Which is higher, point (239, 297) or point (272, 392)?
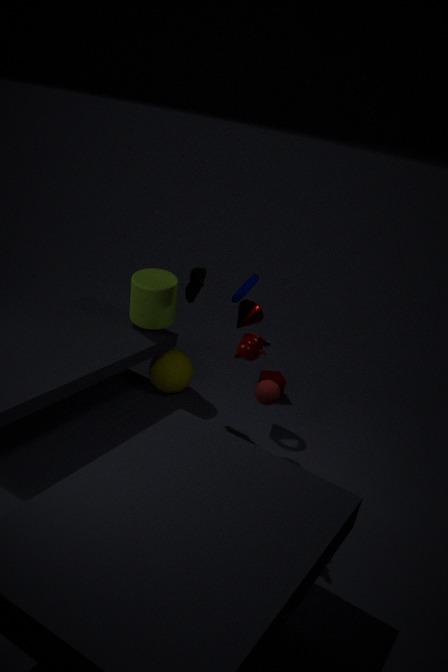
point (239, 297)
